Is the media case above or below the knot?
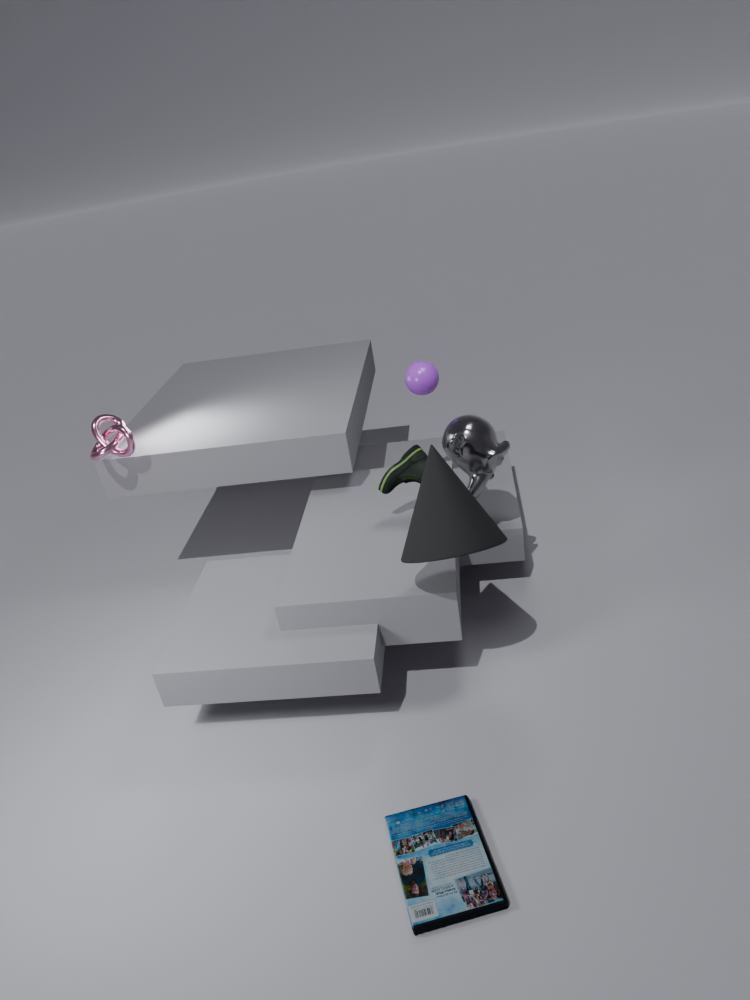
below
